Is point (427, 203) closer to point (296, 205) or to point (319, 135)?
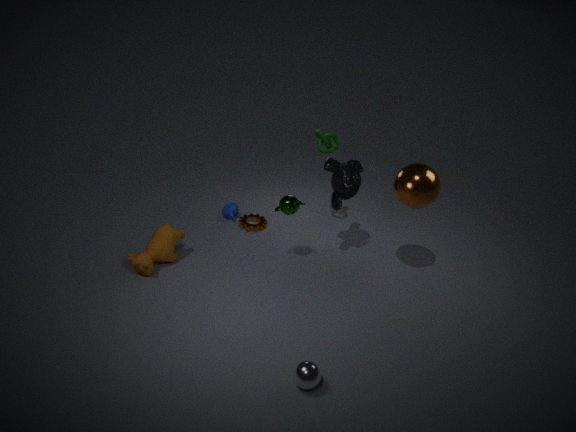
point (319, 135)
